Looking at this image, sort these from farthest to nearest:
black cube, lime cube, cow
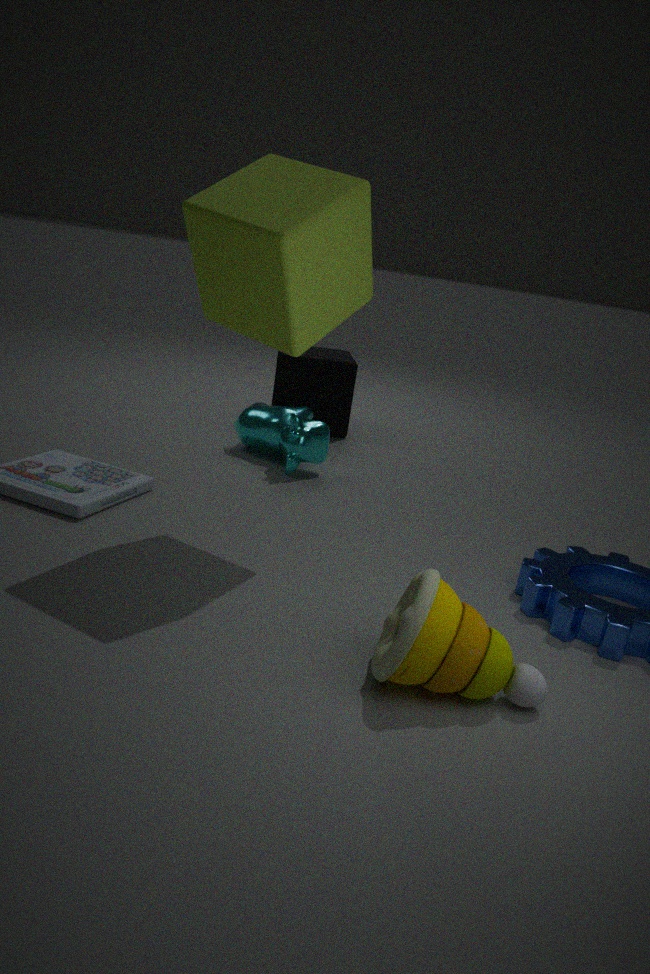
black cube < cow < lime cube
